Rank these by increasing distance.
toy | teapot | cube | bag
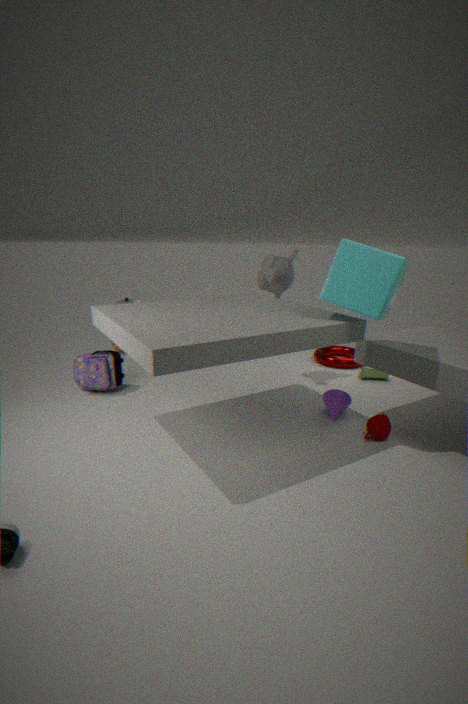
cube, teapot, bag, toy
